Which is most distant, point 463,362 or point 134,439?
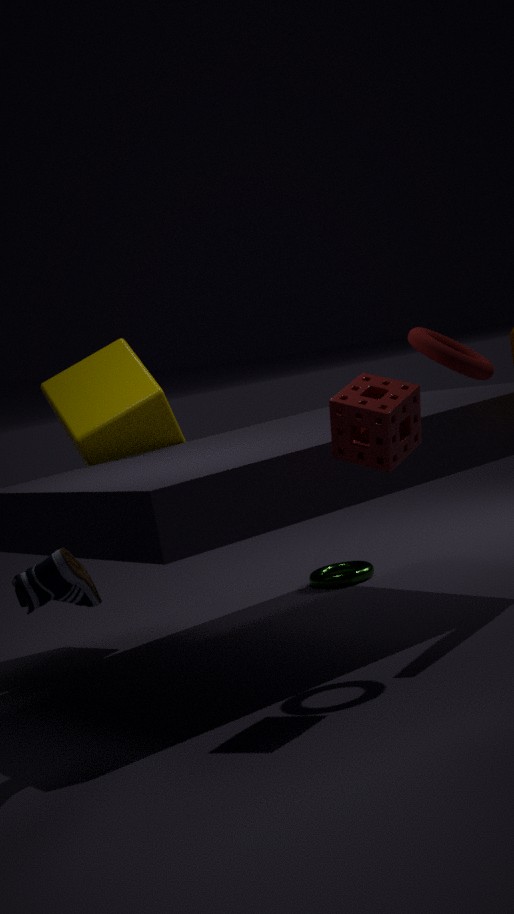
point 134,439
